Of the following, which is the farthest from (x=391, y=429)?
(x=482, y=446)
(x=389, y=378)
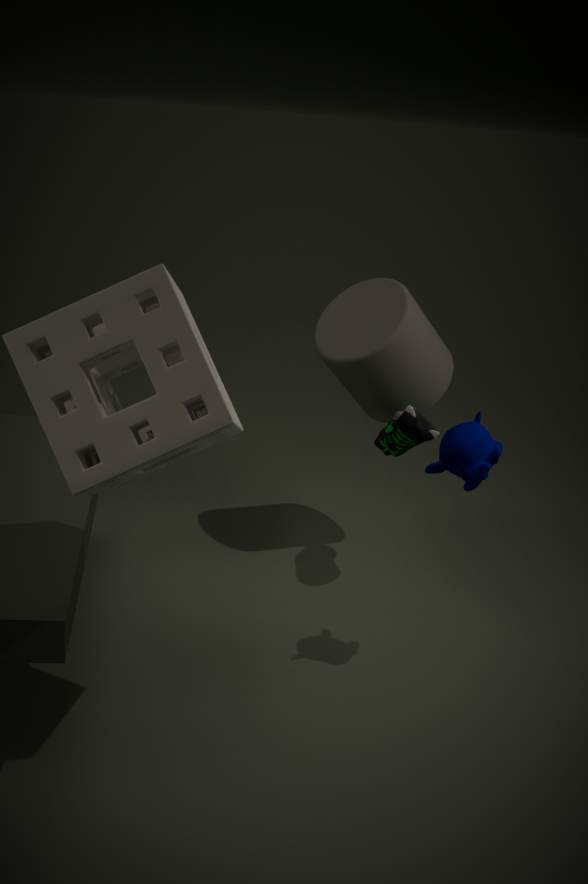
(x=482, y=446)
